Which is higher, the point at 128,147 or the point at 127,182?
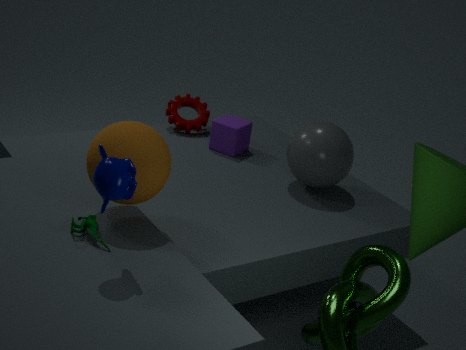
the point at 127,182
